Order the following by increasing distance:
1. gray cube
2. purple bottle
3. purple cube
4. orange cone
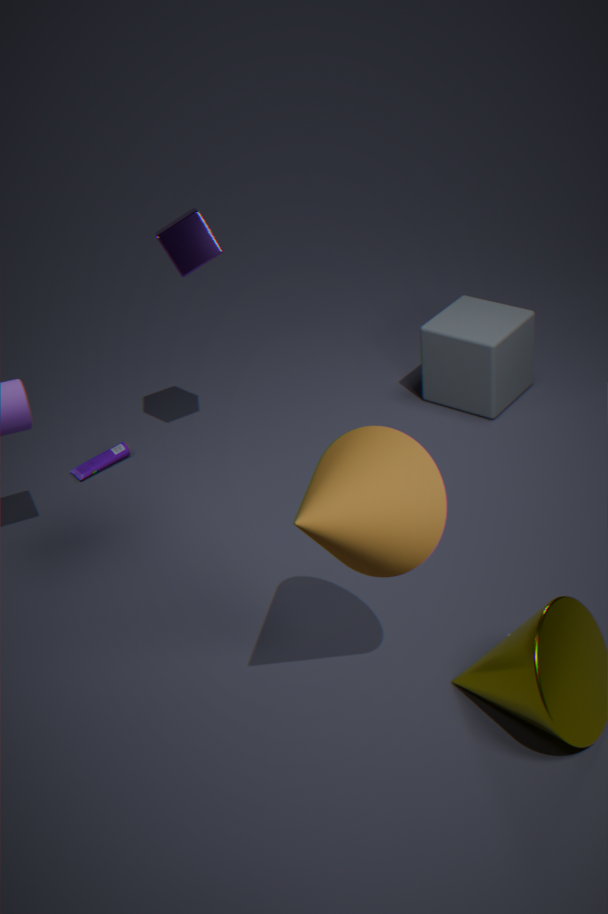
orange cone, purple cube, gray cube, purple bottle
